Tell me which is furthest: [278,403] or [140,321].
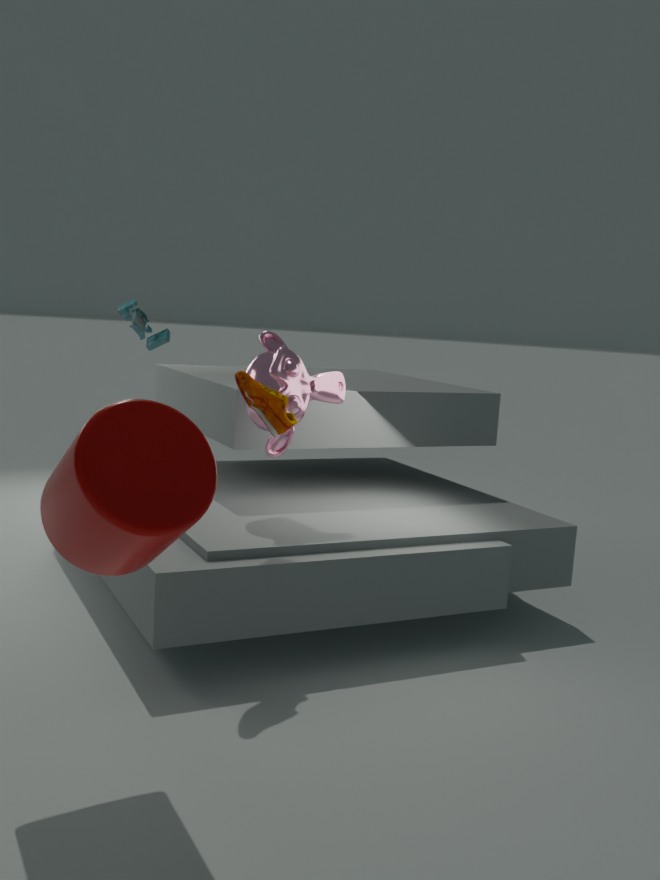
[140,321]
